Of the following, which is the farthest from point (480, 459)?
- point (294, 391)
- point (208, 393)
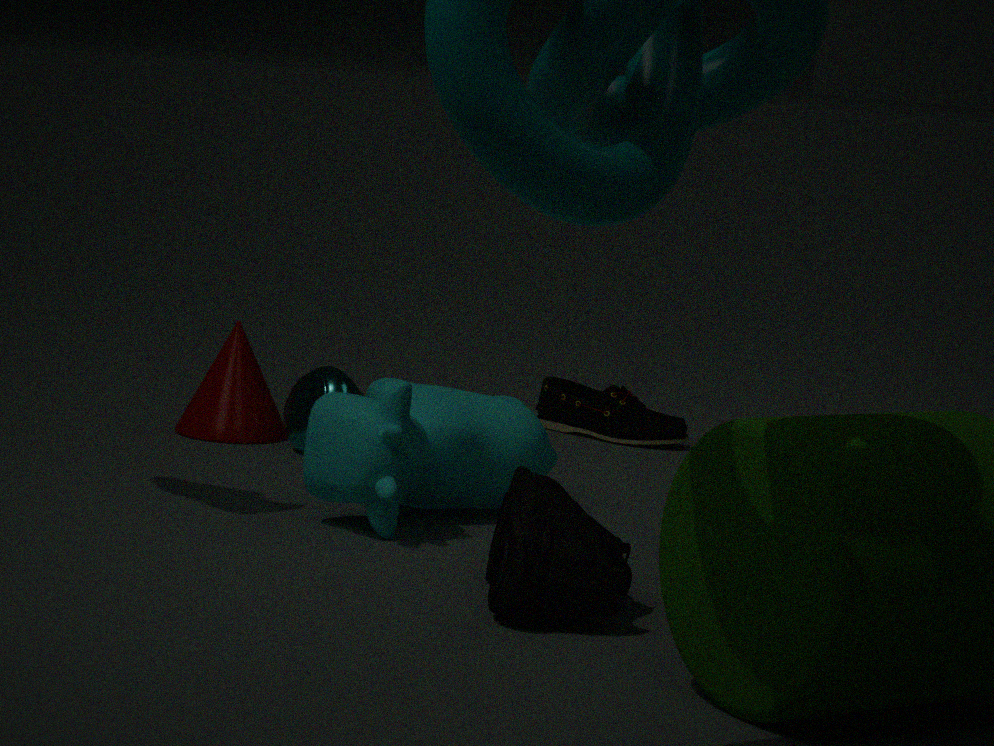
point (208, 393)
